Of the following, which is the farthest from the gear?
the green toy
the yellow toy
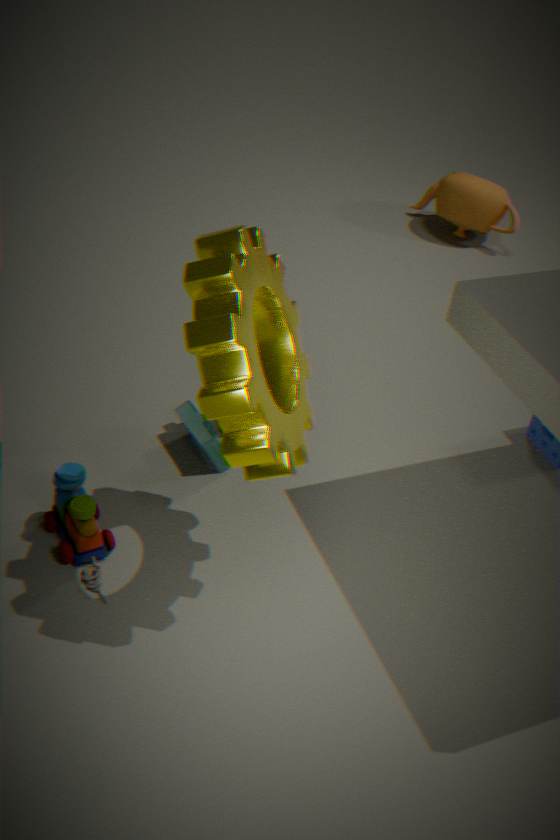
the yellow toy
